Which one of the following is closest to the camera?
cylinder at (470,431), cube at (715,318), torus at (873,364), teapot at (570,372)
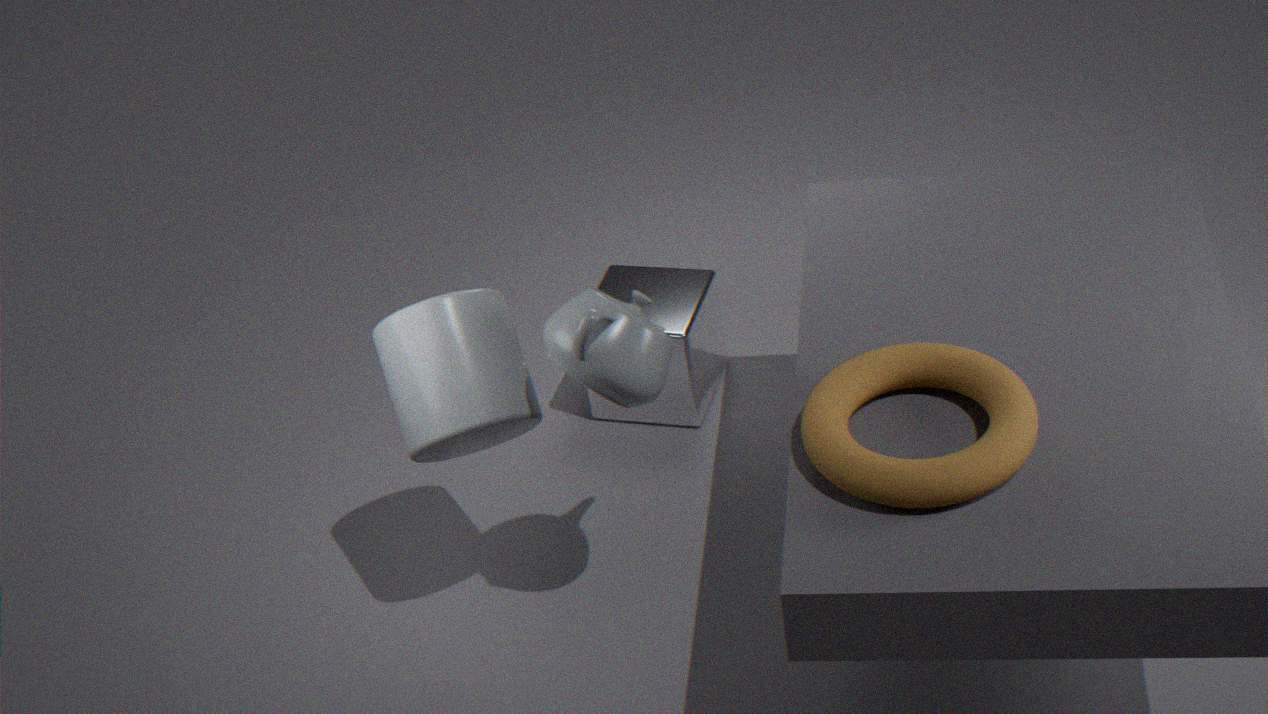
torus at (873,364)
